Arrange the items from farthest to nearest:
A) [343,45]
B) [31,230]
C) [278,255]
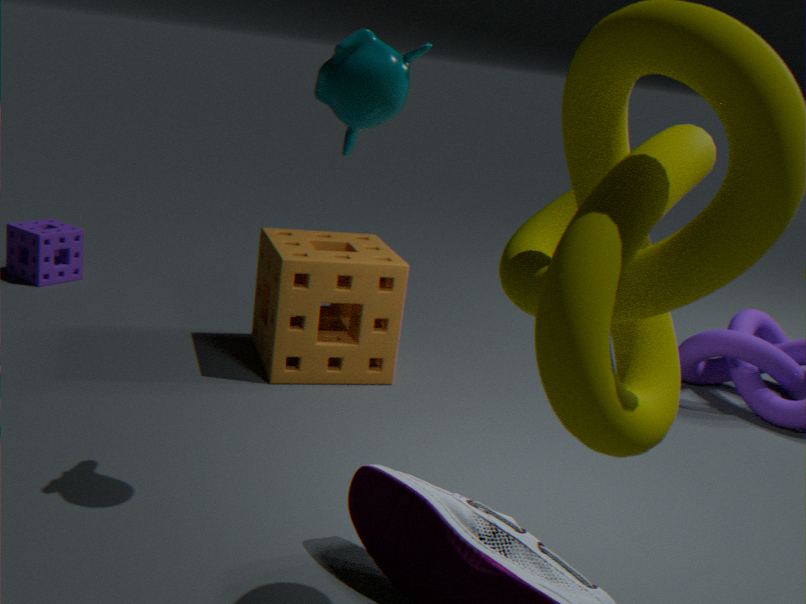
[31,230]
[278,255]
[343,45]
